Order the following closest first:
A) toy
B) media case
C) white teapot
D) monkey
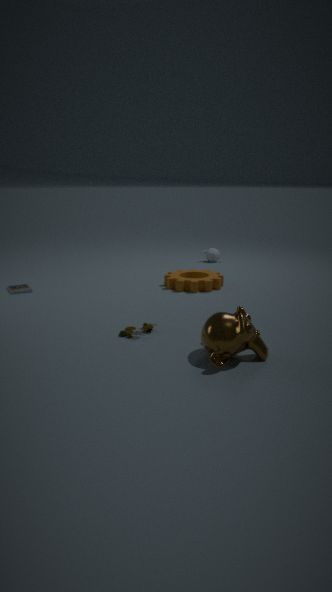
monkey
toy
media case
white teapot
